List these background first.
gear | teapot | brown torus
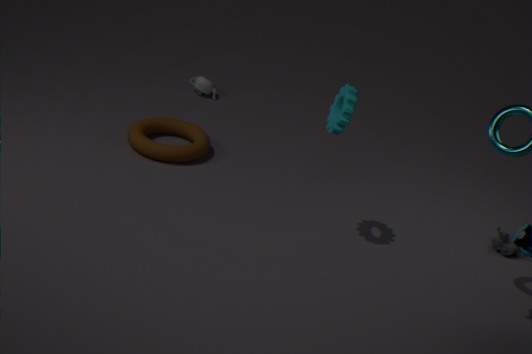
teapot, brown torus, gear
